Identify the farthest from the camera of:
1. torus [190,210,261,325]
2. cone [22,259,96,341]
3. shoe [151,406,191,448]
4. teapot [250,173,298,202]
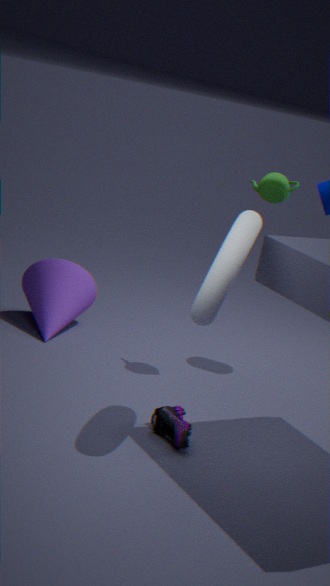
cone [22,259,96,341]
